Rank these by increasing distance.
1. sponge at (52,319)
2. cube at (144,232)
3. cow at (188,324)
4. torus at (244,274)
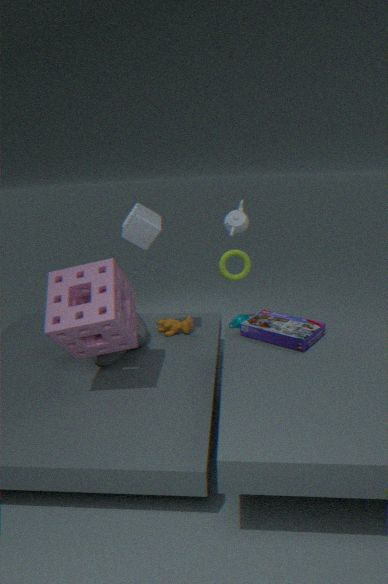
sponge at (52,319)
cube at (144,232)
cow at (188,324)
torus at (244,274)
